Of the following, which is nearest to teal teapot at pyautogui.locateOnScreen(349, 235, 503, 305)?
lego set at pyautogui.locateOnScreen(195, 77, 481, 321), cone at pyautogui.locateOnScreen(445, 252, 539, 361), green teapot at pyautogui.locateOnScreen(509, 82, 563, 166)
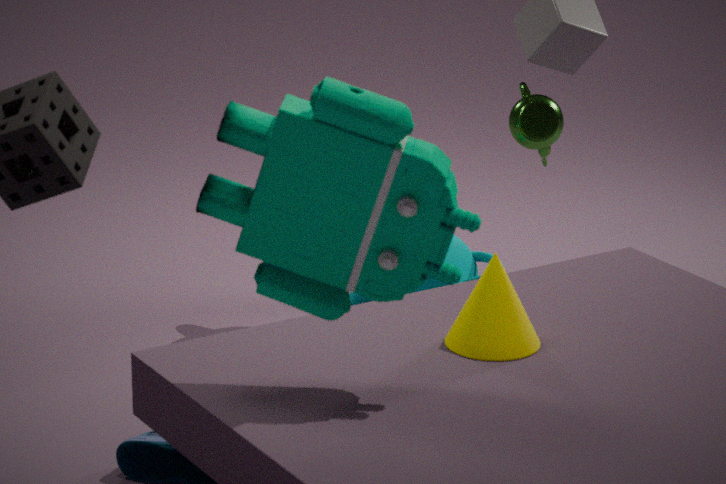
green teapot at pyautogui.locateOnScreen(509, 82, 563, 166)
